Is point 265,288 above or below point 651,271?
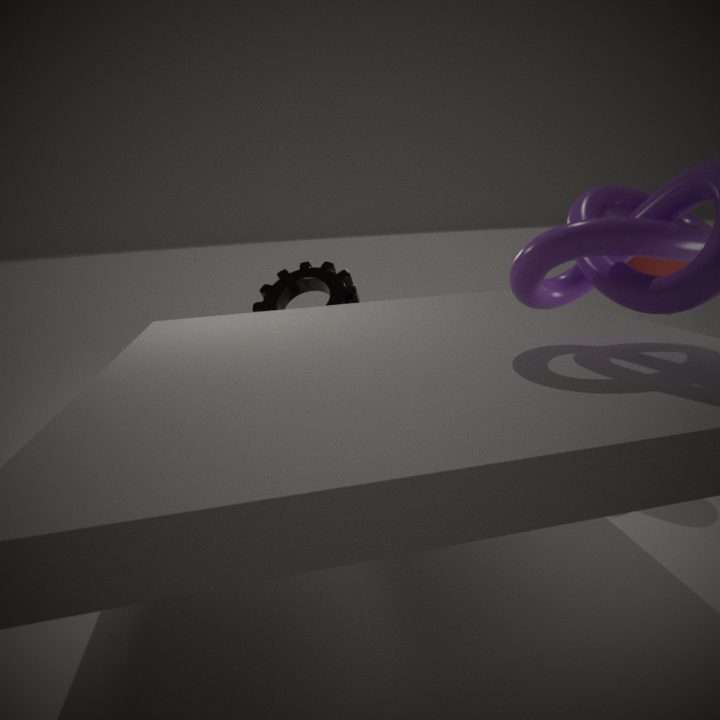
below
